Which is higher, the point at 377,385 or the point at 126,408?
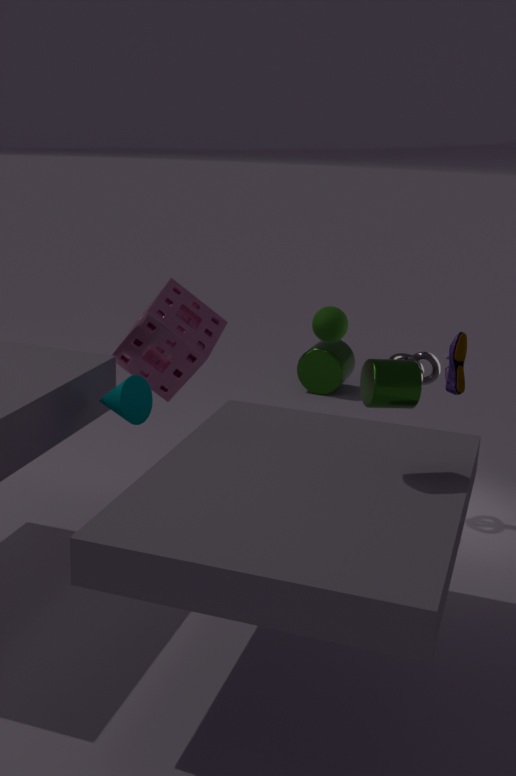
the point at 377,385
